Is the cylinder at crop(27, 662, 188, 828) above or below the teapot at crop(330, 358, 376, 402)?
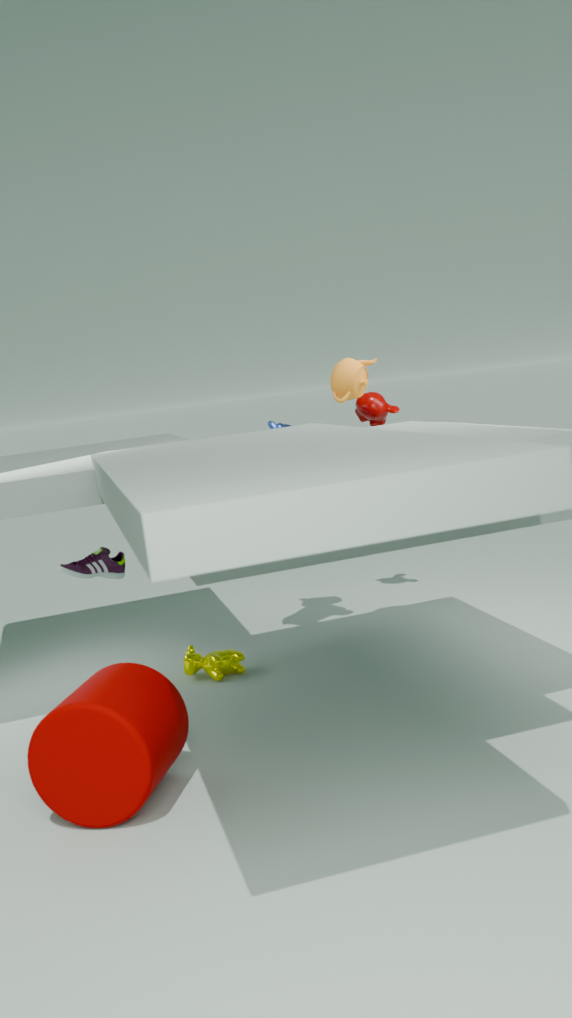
below
